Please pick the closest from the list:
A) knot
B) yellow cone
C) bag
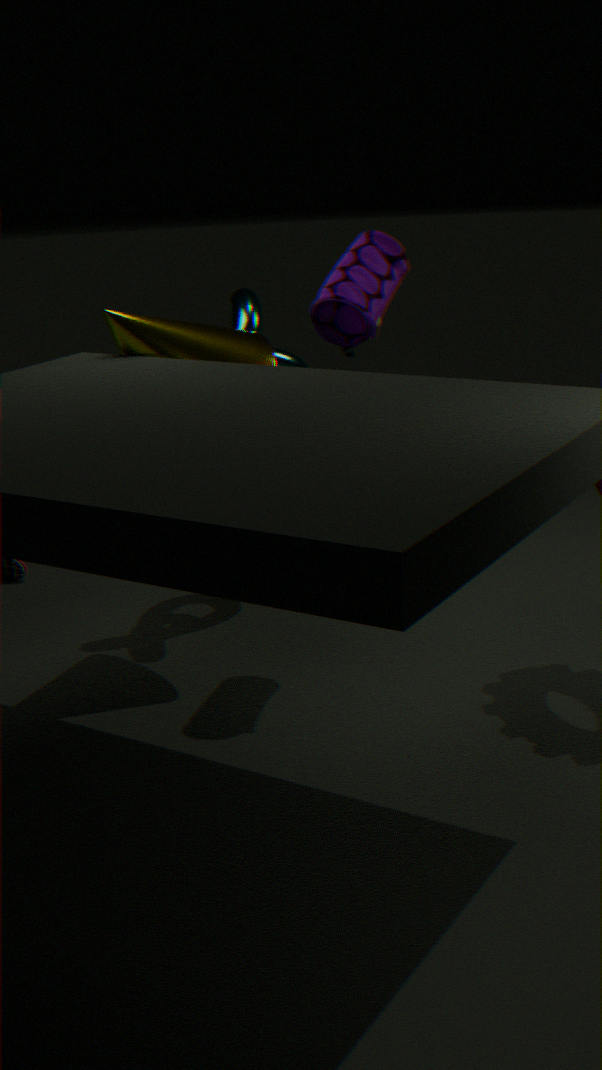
bag
